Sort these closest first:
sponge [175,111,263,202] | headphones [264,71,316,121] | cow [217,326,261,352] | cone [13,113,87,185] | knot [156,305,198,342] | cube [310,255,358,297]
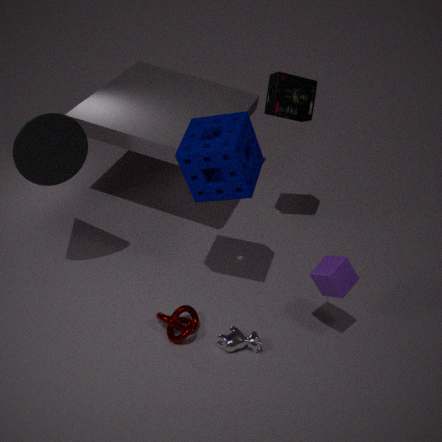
cone [13,113,87,185] → sponge [175,111,263,202] → cube [310,255,358,297] → knot [156,305,198,342] → cow [217,326,261,352] → headphones [264,71,316,121]
